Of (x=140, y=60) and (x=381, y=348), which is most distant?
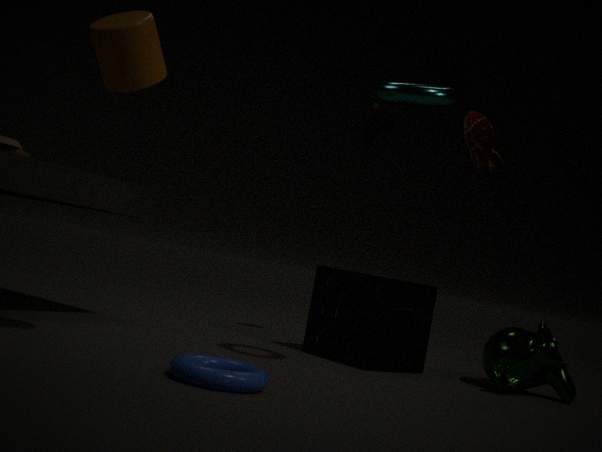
(x=381, y=348)
